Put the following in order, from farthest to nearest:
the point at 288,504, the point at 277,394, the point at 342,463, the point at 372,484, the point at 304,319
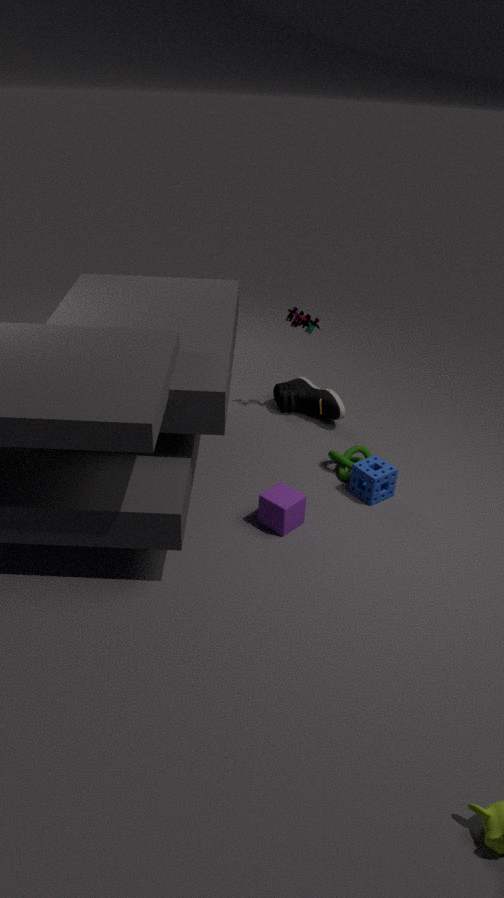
the point at 277,394, the point at 304,319, the point at 342,463, the point at 372,484, the point at 288,504
